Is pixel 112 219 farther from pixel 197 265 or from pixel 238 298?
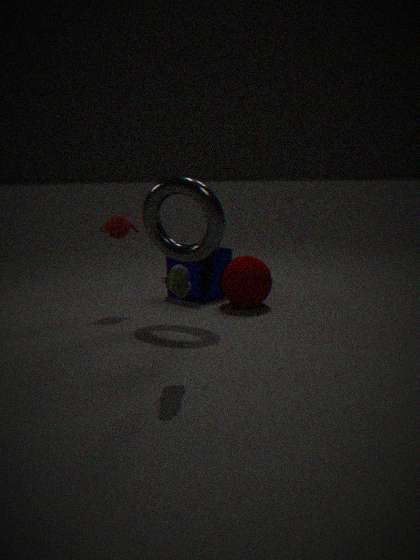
pixel 238 298
